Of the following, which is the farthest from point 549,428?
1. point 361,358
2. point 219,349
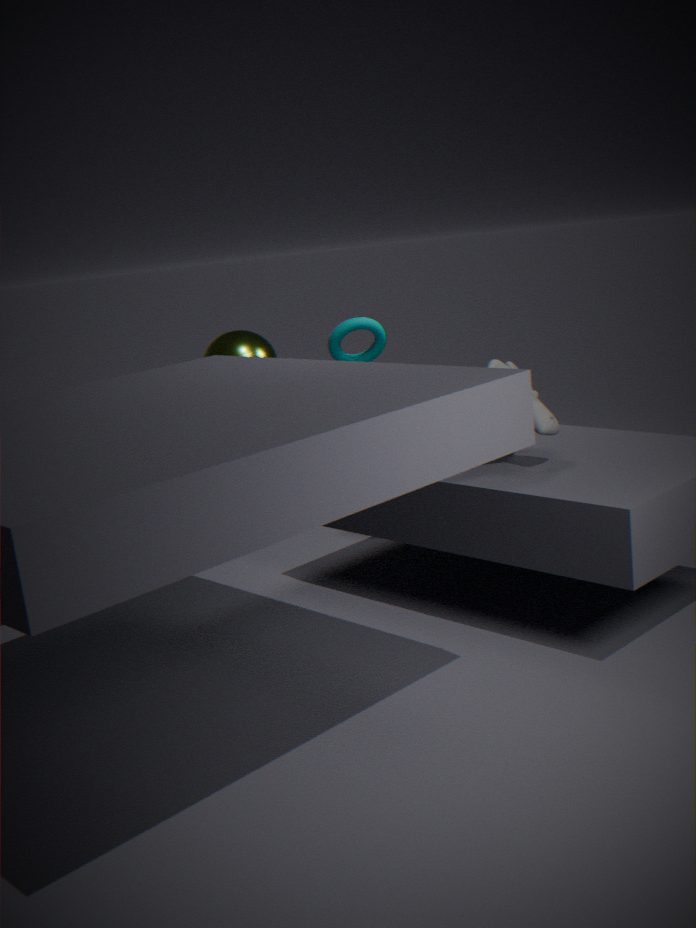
point 219,349
